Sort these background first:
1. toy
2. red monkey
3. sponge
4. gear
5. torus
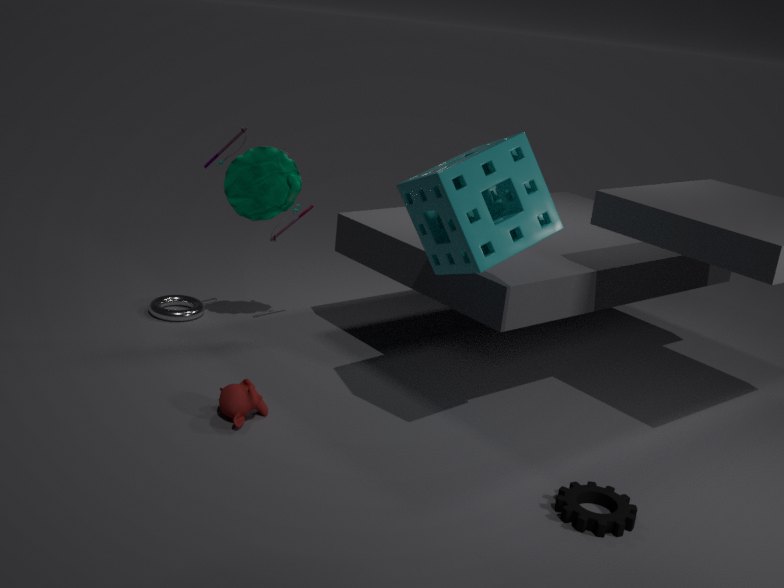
torus
toy
red monkey
gear
sponge
